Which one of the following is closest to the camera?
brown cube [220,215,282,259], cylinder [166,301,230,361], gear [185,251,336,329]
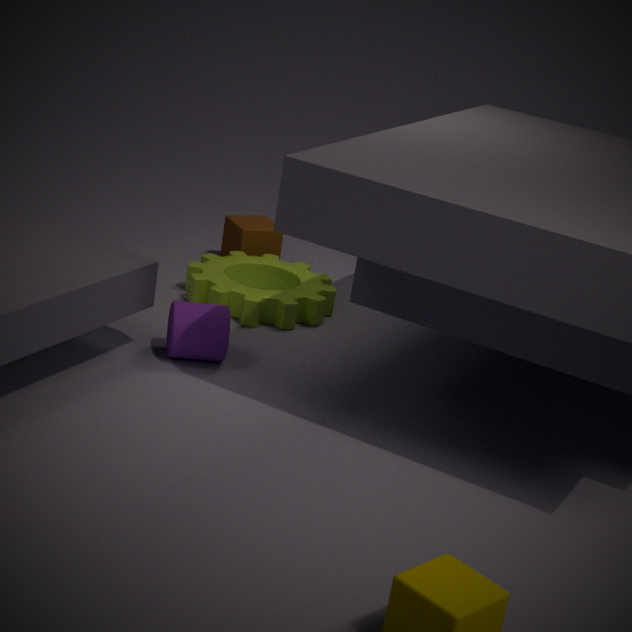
cylinder [166,301,230,361]
